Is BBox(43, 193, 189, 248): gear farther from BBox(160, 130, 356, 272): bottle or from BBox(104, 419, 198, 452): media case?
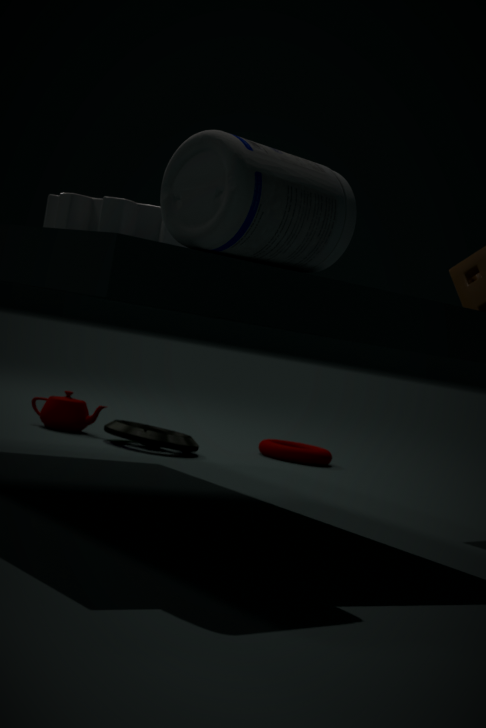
BBox(104, 419, 198, 452): media case
